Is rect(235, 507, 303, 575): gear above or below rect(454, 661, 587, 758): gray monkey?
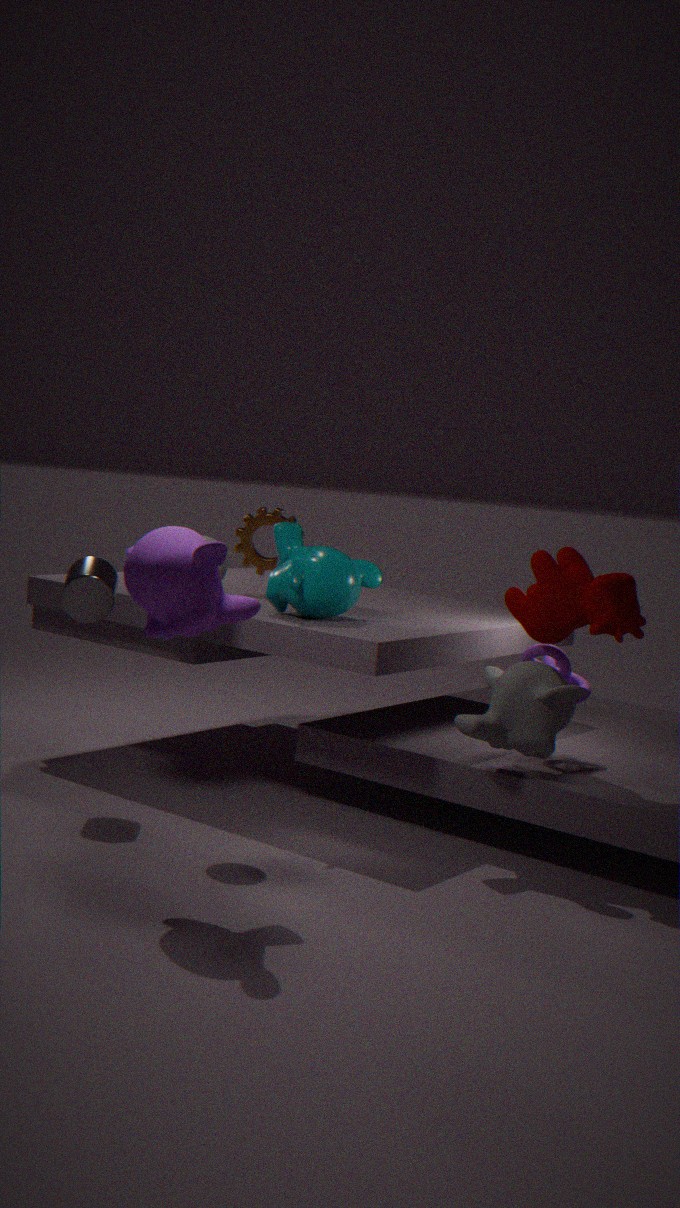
above
